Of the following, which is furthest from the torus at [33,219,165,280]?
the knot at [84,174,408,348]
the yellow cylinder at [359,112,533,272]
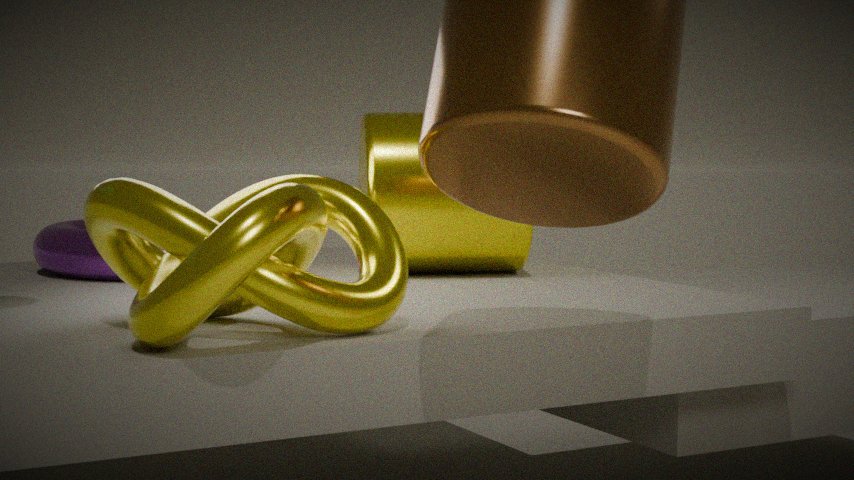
the knot at [84,174,408,348]
